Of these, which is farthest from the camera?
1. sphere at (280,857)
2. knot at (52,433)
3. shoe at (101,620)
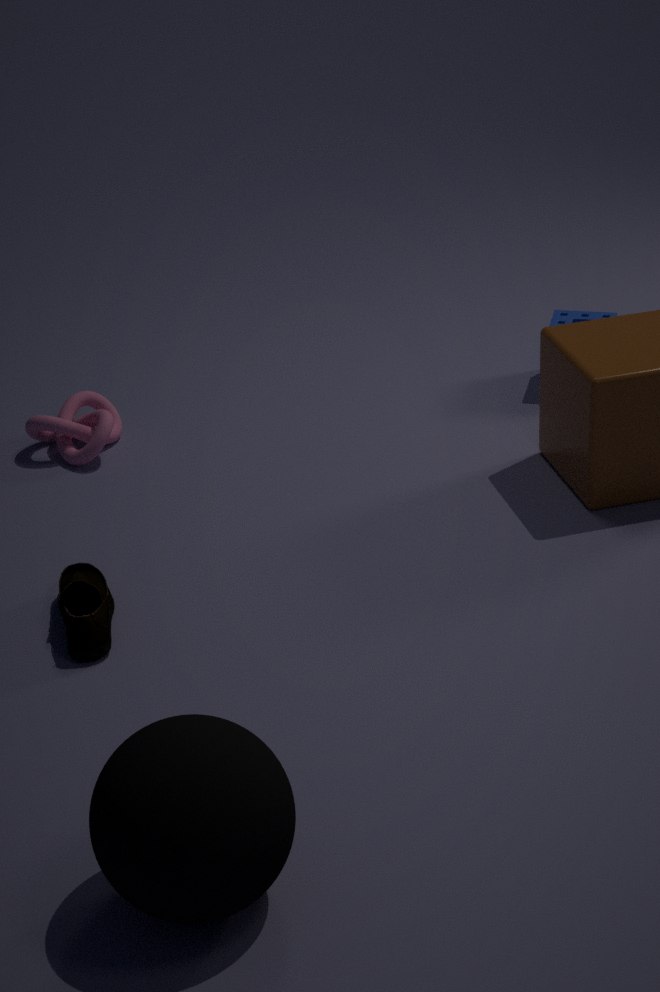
knot at (52,433)
